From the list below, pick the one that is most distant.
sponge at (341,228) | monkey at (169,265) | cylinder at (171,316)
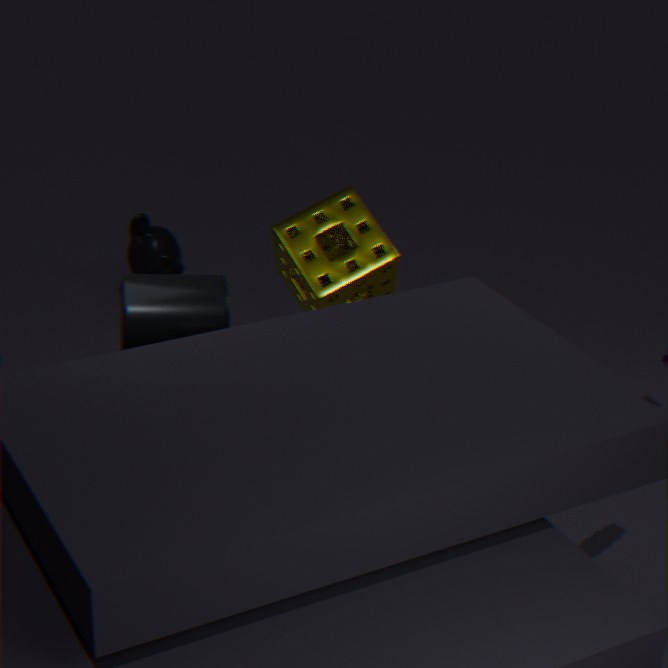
monkey at (169,265)
